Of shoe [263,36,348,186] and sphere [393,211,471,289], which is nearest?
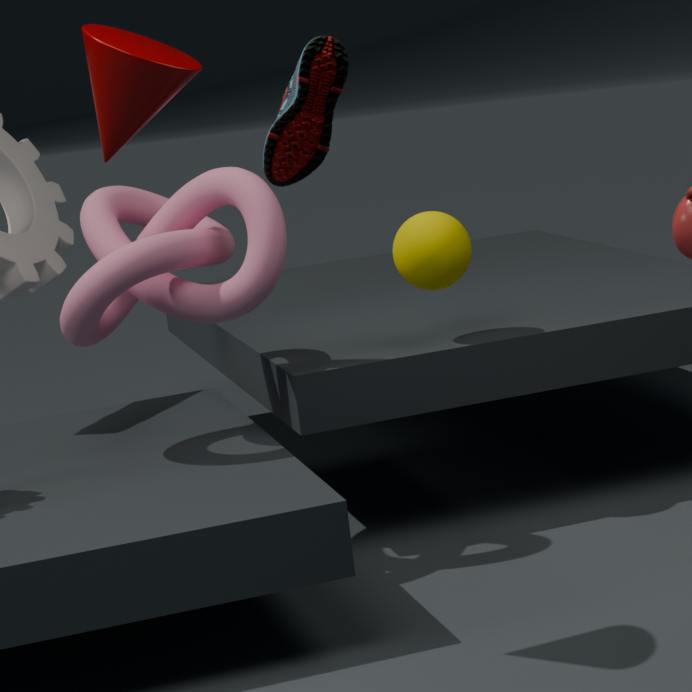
shoe [263,36,348,186]
